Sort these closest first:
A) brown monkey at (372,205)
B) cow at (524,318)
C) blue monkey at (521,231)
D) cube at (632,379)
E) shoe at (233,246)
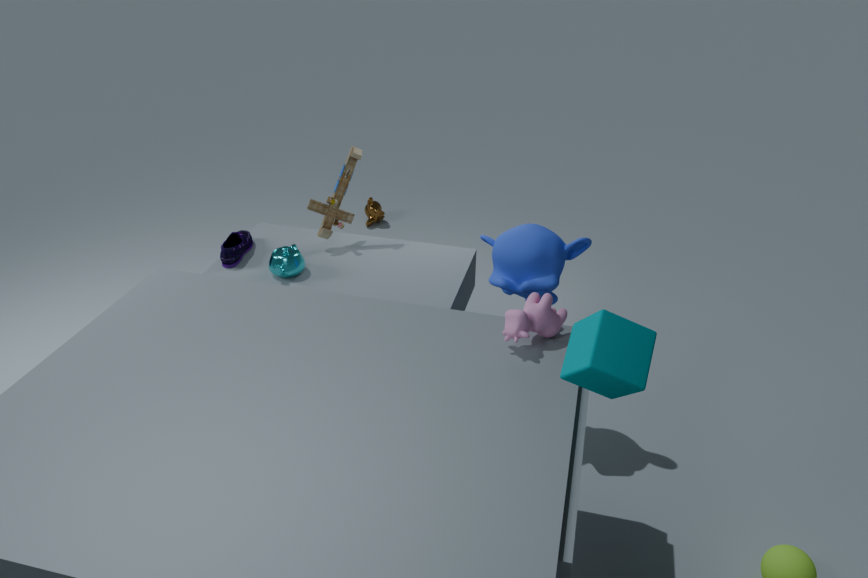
1. cube at (632,379)
2. cow at (524,318)
3. blue monkey at (521,231)
4. shoe at (233,246)
5. brown monkey at (372,205)
